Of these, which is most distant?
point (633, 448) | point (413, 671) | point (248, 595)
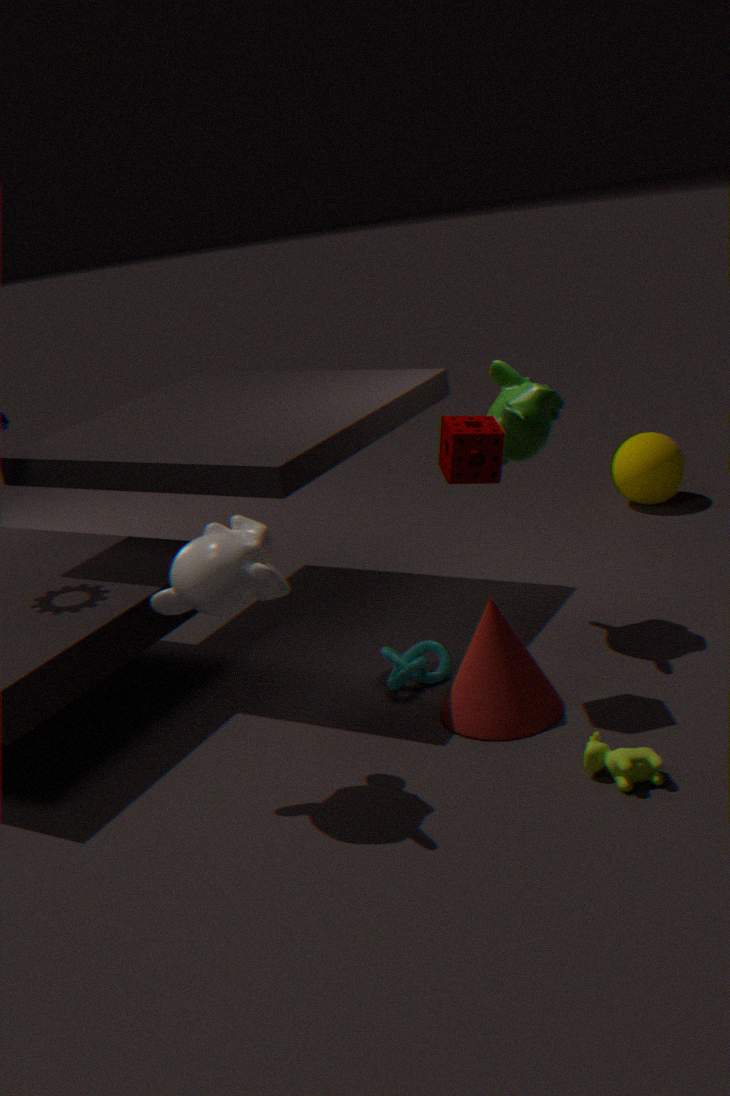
point (633, 448)
